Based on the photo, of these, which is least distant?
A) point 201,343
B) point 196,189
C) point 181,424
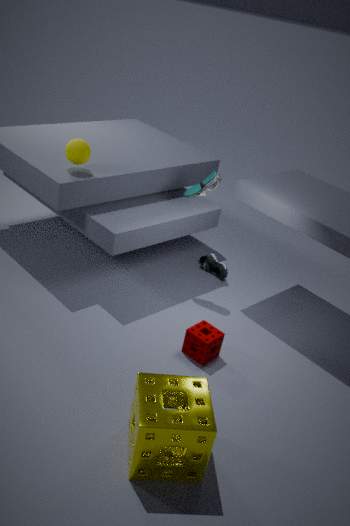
point 181,424
